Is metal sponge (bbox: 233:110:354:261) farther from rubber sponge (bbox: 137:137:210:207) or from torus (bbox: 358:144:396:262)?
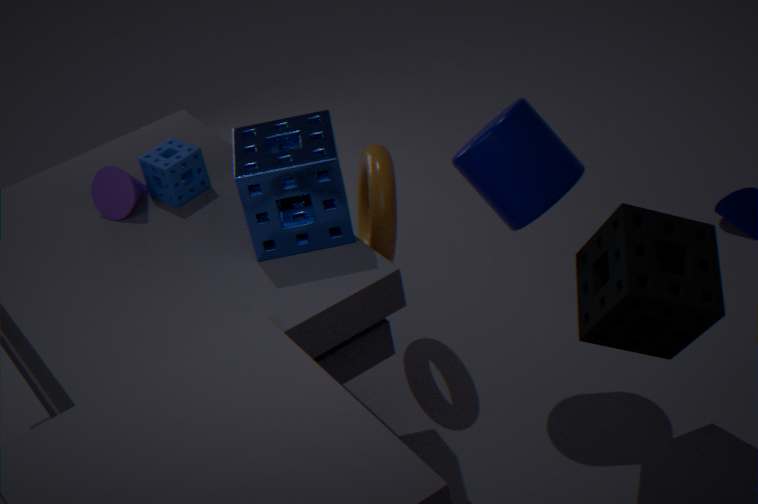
rubber sponge (bbox: 137:137:210:207)
